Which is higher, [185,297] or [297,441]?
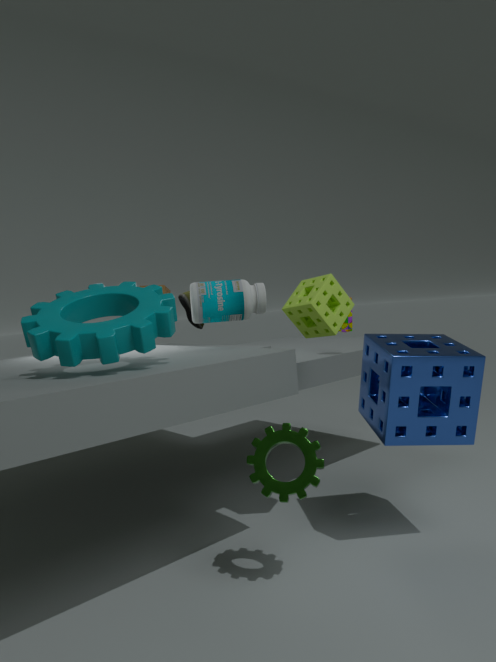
[185,297]
